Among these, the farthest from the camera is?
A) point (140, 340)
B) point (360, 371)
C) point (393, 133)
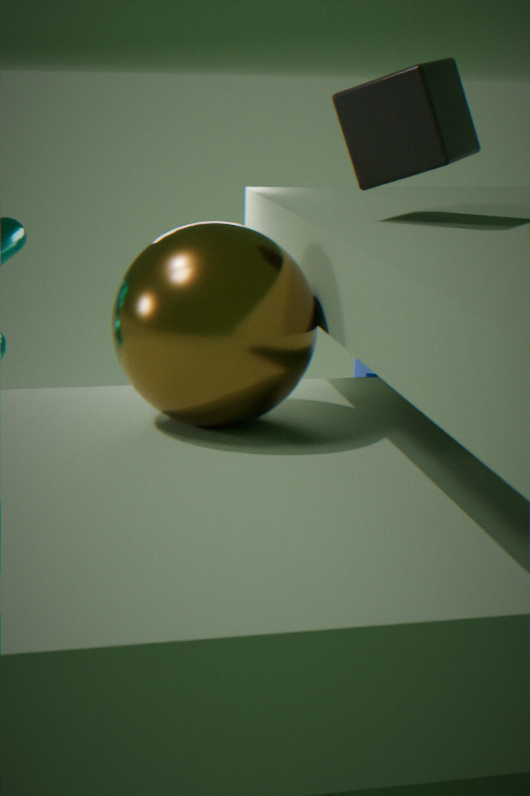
point (360, 371)
